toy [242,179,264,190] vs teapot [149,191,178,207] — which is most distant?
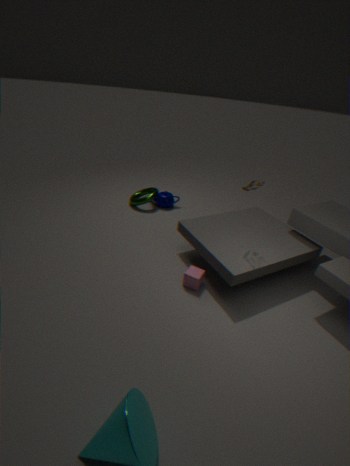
teapot [149,191,178,207]
